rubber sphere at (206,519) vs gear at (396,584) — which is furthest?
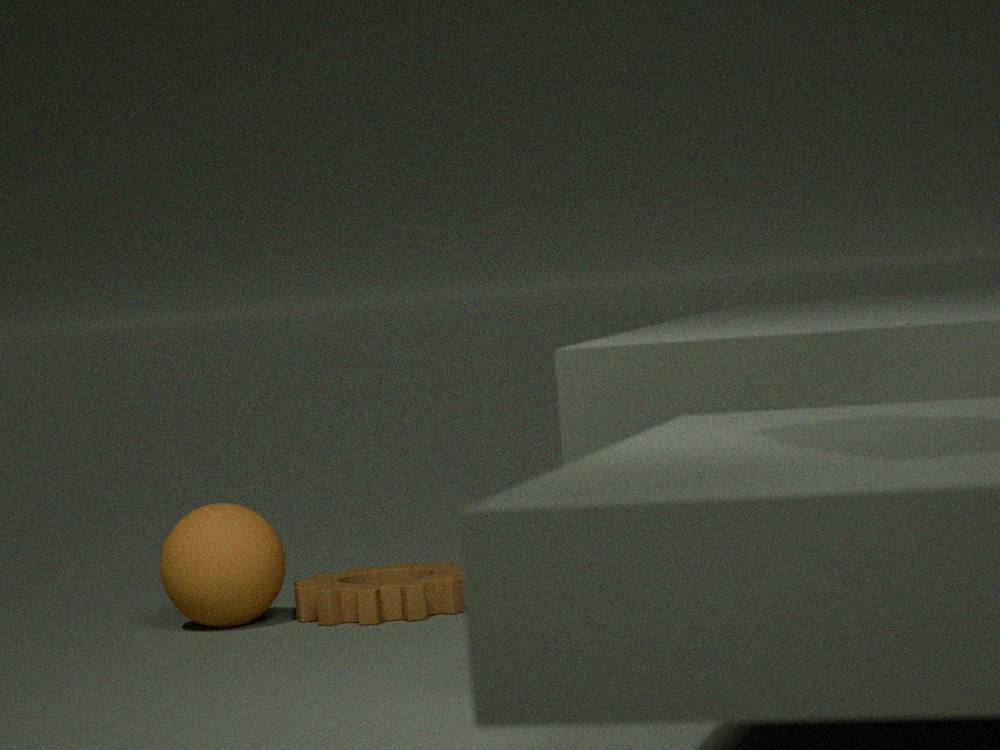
rubber sphere at (206,519)
